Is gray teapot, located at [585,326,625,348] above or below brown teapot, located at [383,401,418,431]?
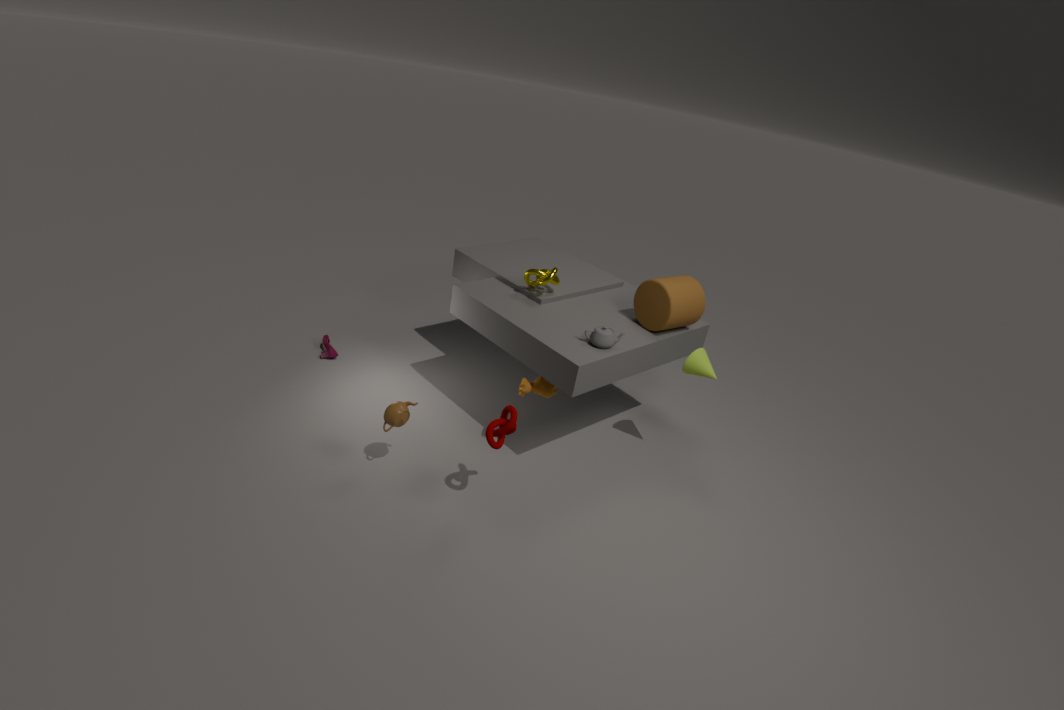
above
